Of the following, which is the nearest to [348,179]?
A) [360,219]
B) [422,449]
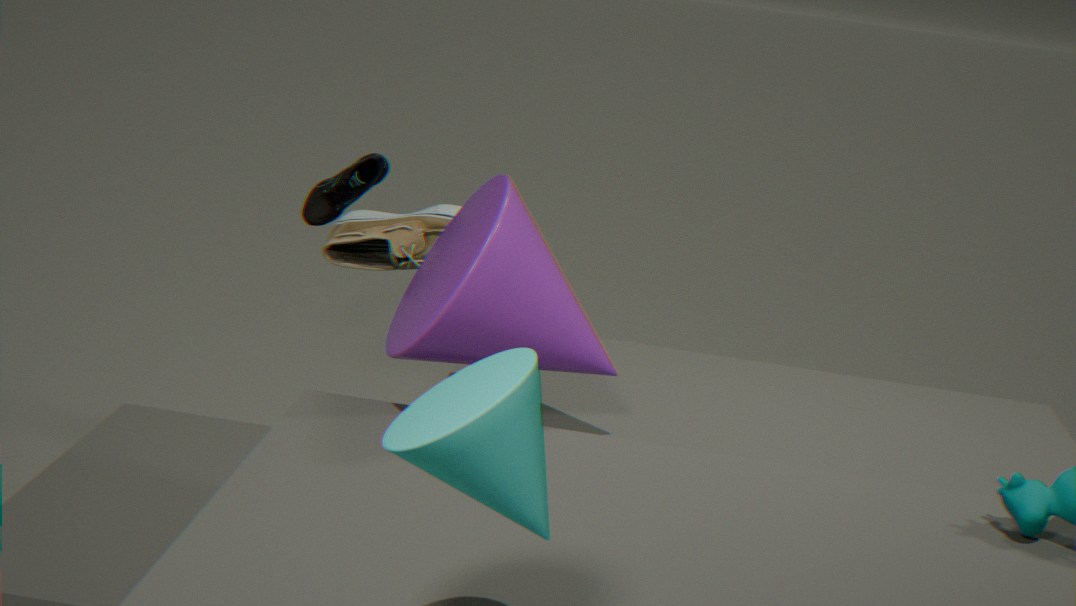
[360,219]
